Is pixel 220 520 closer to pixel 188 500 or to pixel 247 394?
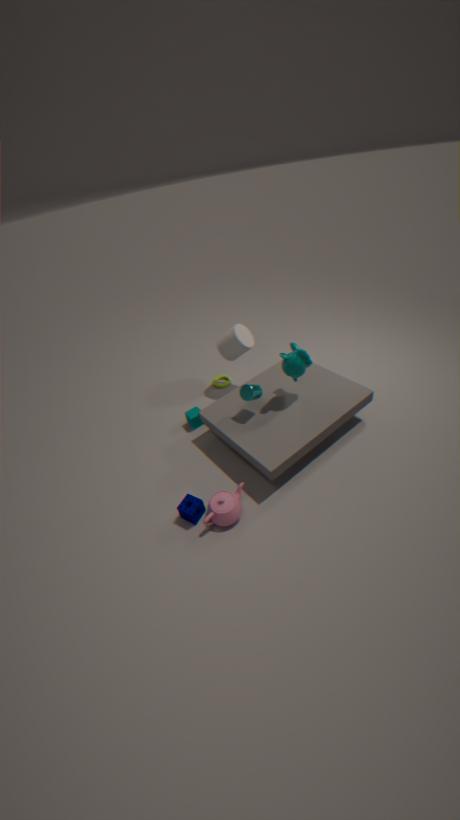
pixel 188 500
